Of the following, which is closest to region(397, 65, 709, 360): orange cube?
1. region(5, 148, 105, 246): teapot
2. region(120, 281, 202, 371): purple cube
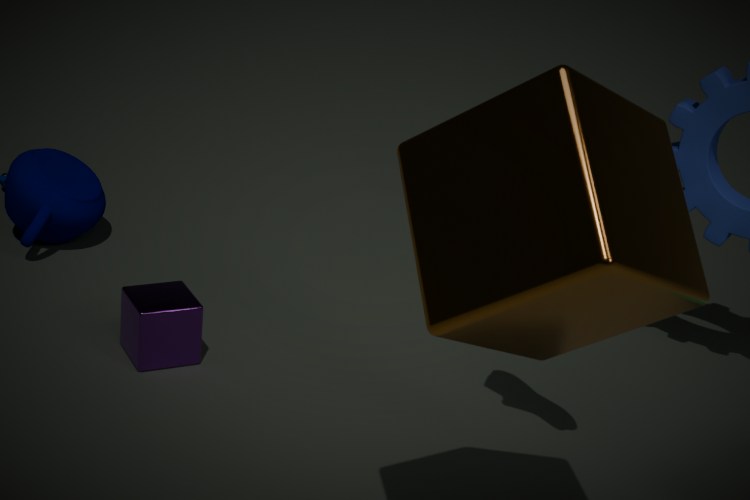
region(120, 281, 202, 371): purple cube
